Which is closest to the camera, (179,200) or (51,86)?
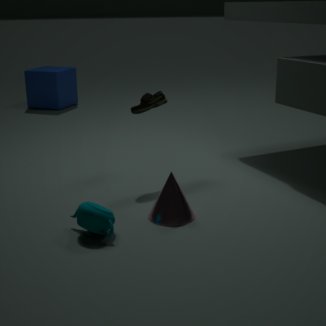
(179,200)
